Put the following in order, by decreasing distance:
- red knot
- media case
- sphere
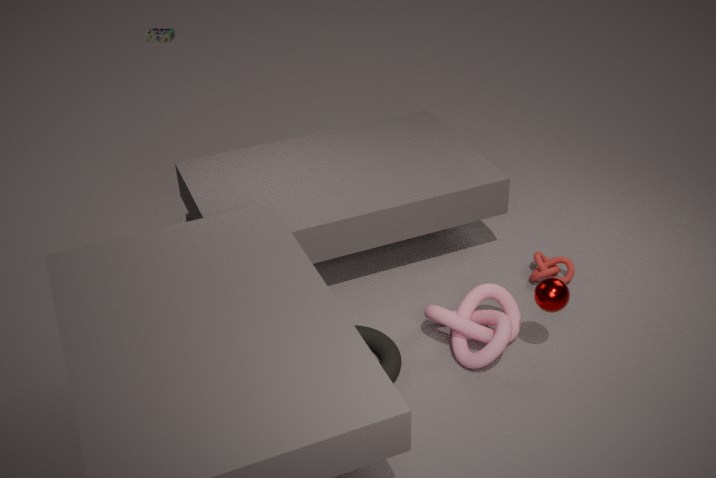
media case
red knot
sphere
